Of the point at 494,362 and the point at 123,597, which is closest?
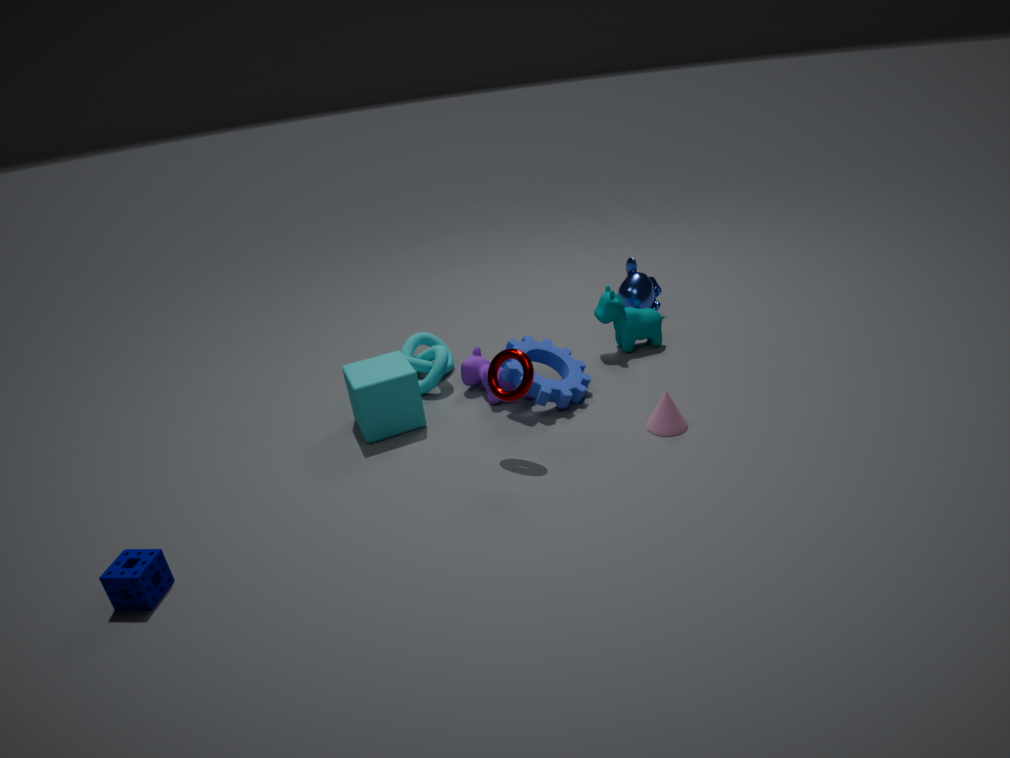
the point at 123,597
